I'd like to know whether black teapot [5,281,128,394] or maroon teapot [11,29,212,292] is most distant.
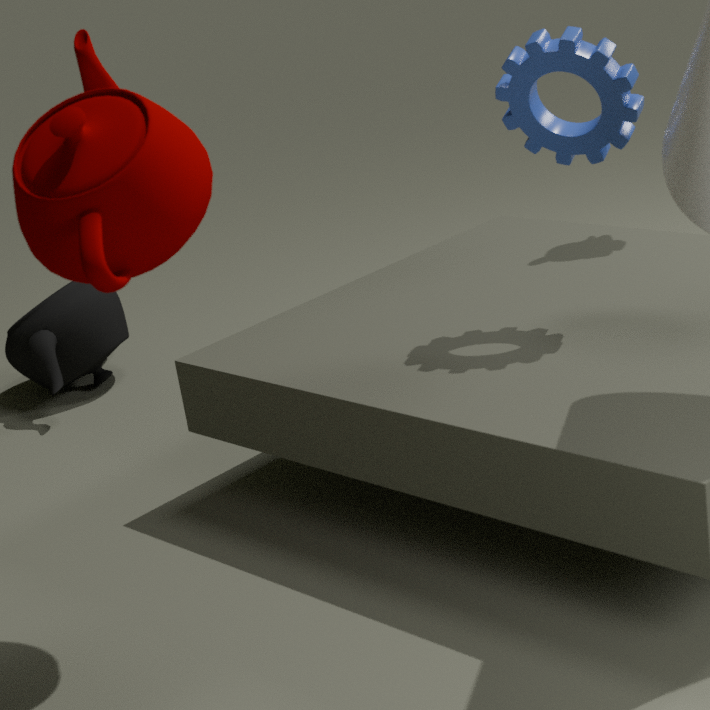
black teapot [5,281,128,394]
